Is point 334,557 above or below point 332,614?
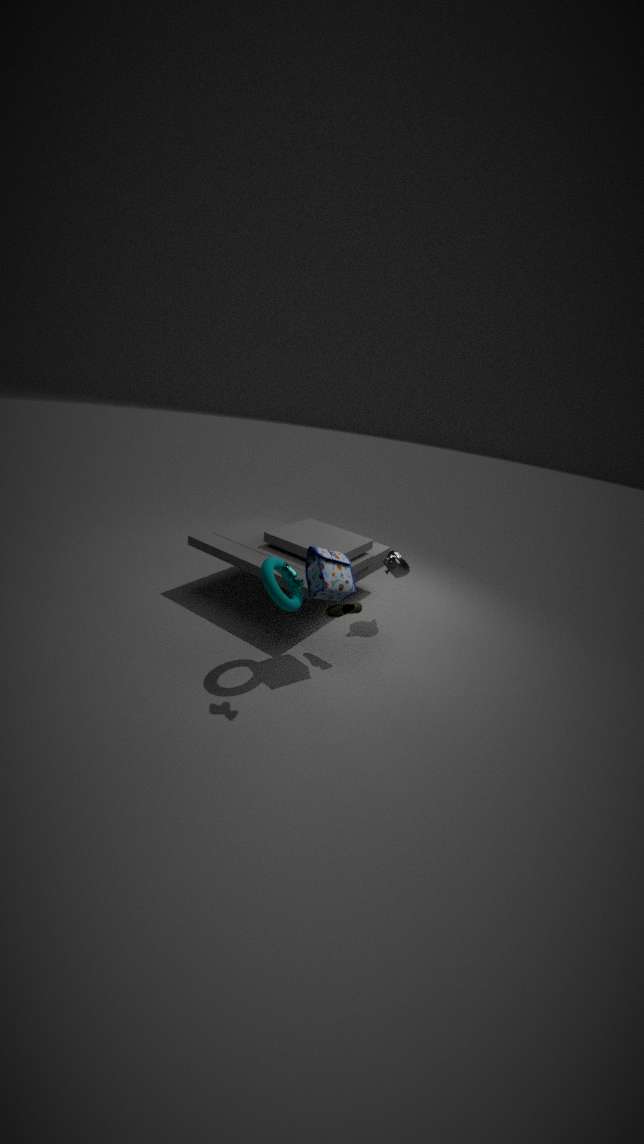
above
